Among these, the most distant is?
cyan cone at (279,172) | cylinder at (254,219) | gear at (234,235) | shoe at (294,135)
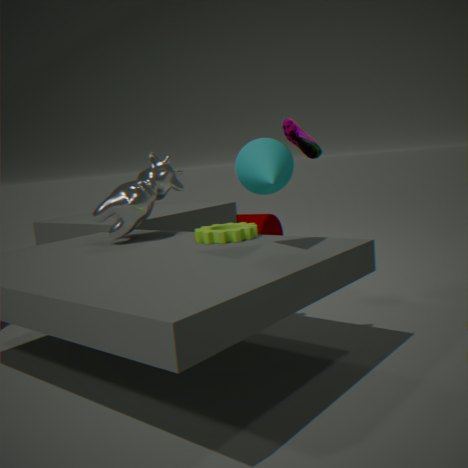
cylinder at (254,219)
